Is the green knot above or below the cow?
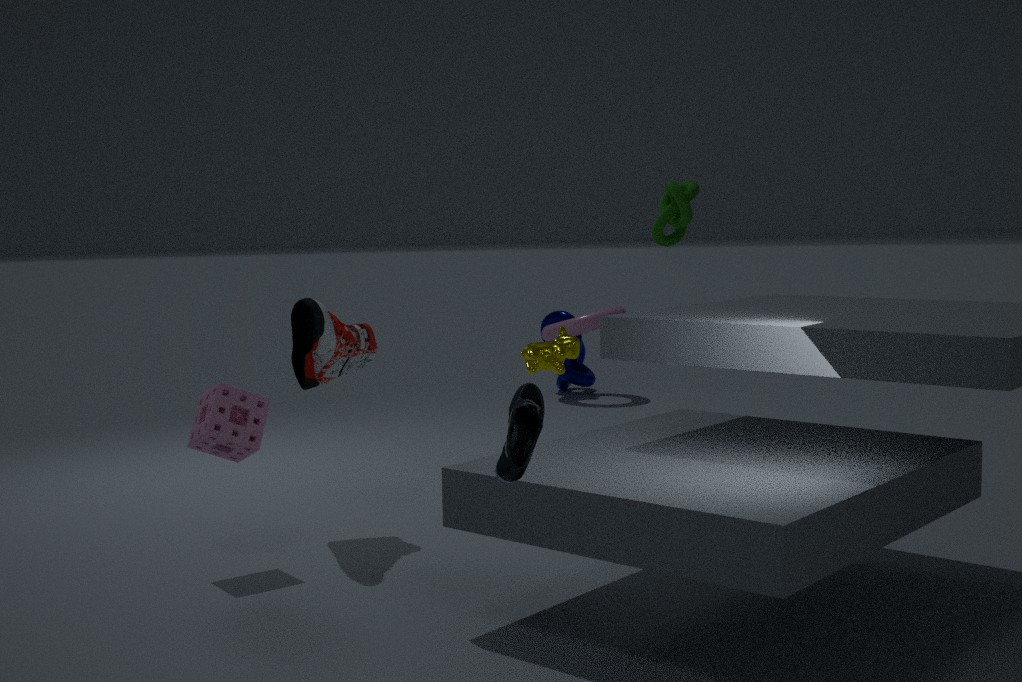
above
